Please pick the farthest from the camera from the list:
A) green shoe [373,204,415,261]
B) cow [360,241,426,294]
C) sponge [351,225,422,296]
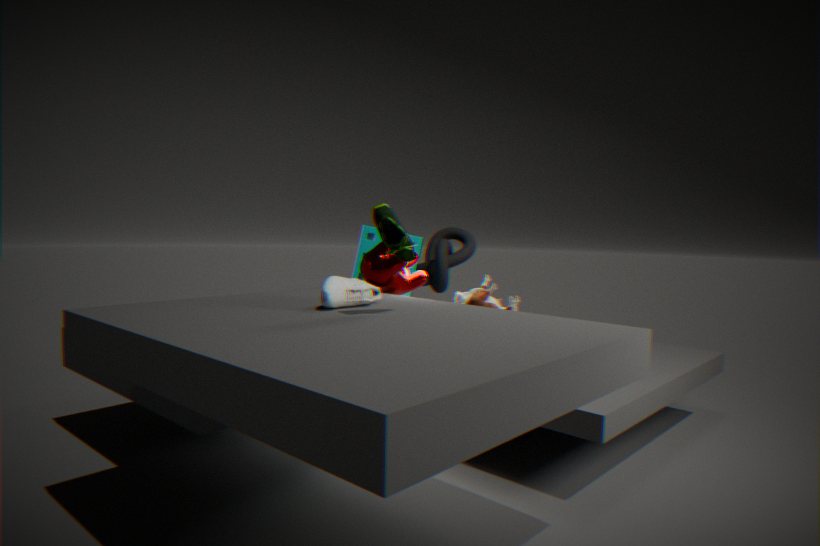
sponge [351,225,422,296]
